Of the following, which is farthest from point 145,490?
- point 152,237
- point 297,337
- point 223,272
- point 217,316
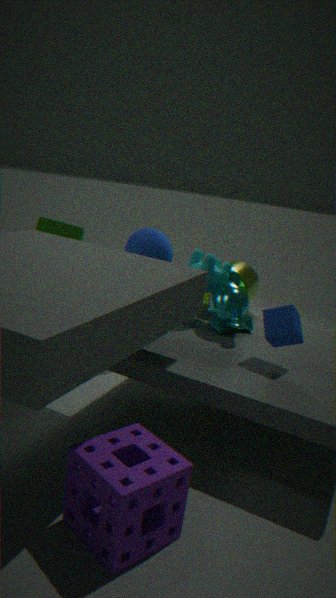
point 152,237
